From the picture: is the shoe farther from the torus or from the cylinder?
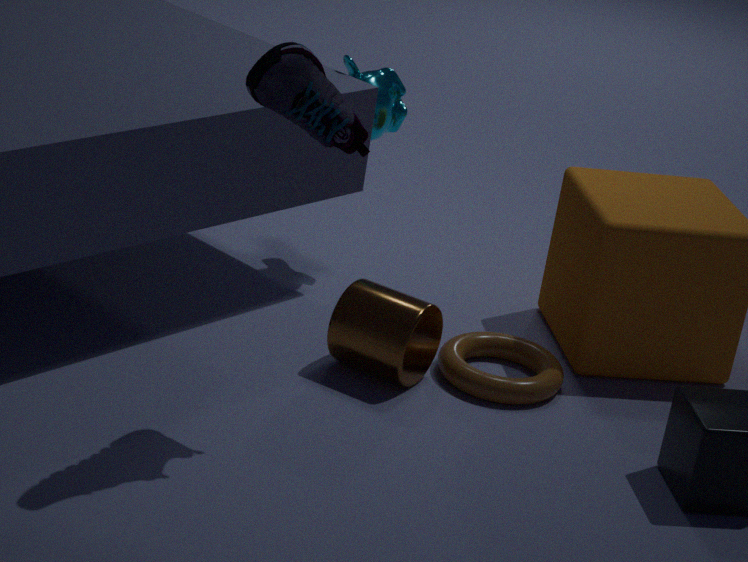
the torus
